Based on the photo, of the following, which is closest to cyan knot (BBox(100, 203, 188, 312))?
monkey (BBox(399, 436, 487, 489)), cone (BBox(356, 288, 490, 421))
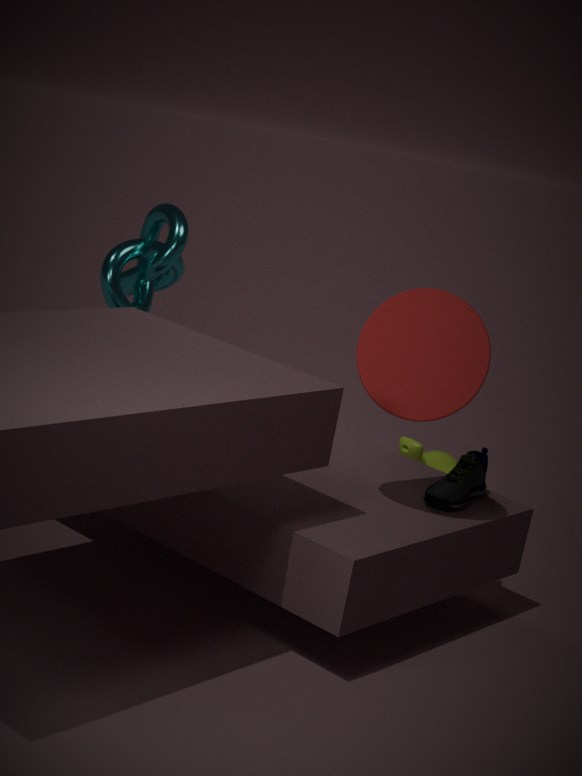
monkey (BBox(399, 436, 487, 489))
